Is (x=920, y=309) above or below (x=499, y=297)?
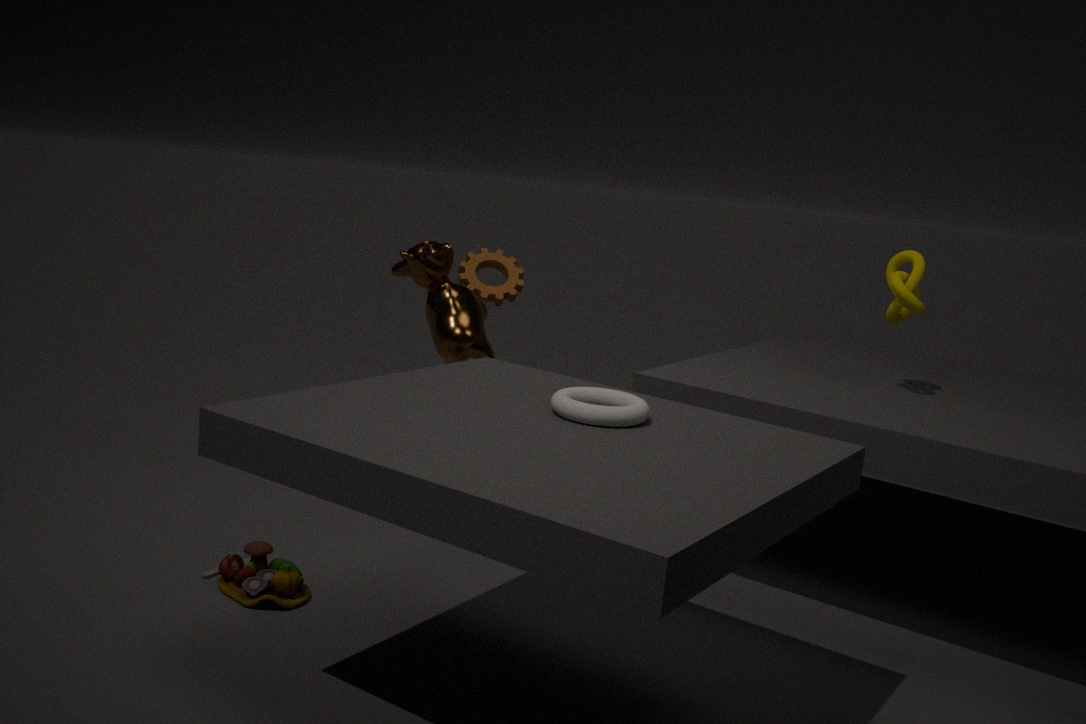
above
